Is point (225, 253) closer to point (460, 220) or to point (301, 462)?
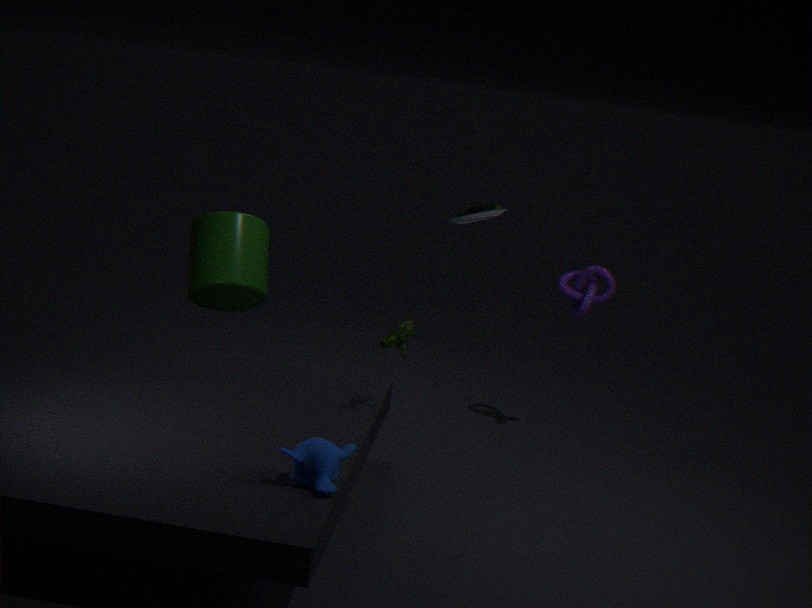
point (460, 220)
